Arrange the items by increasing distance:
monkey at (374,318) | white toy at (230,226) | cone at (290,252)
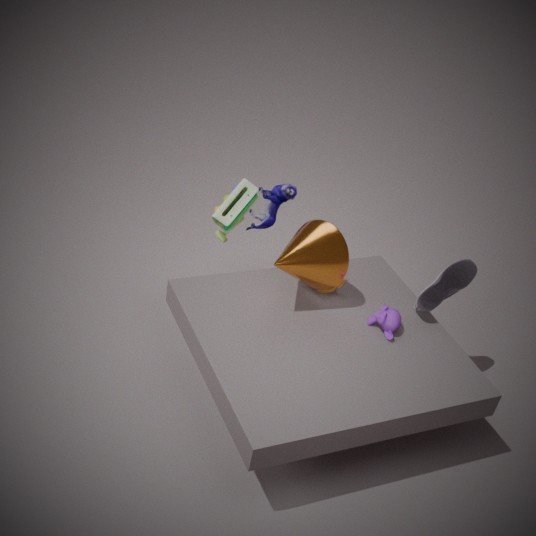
cone at (290,252), monkey at (374,318), white toy at (230,226)
